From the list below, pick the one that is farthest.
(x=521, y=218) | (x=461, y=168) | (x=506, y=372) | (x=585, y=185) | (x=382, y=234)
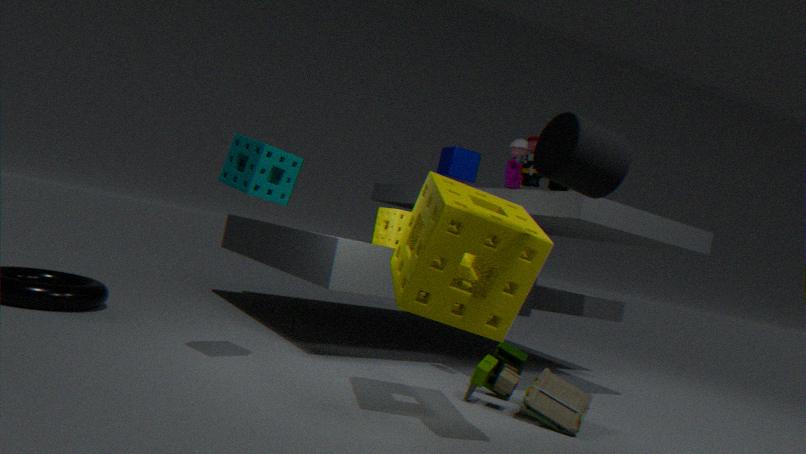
(x=461, y=168)
